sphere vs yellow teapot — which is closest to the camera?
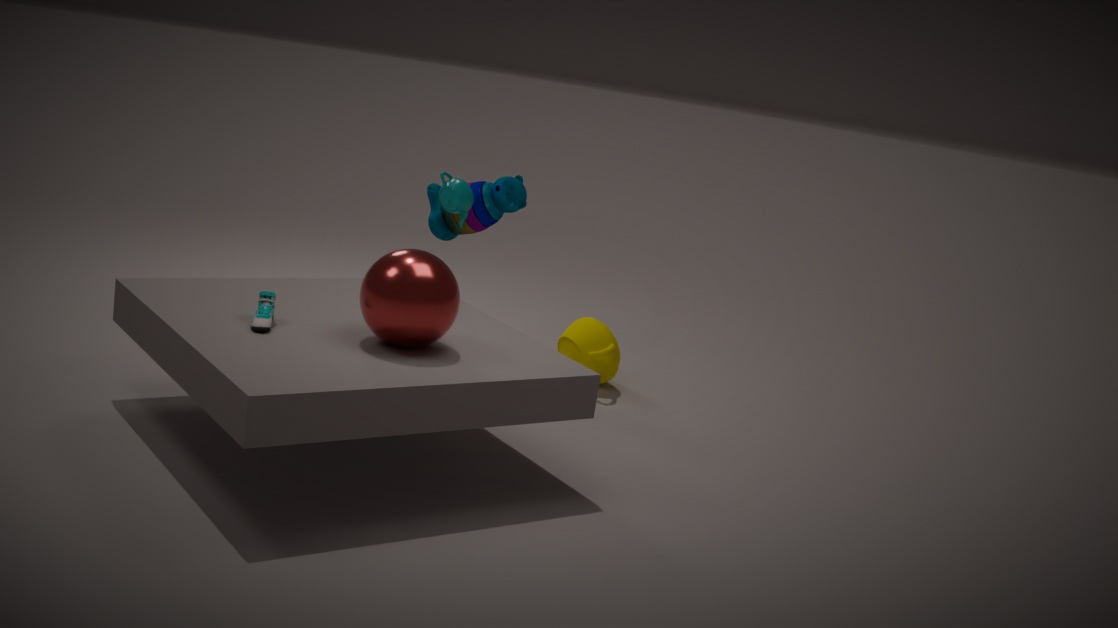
sphere
